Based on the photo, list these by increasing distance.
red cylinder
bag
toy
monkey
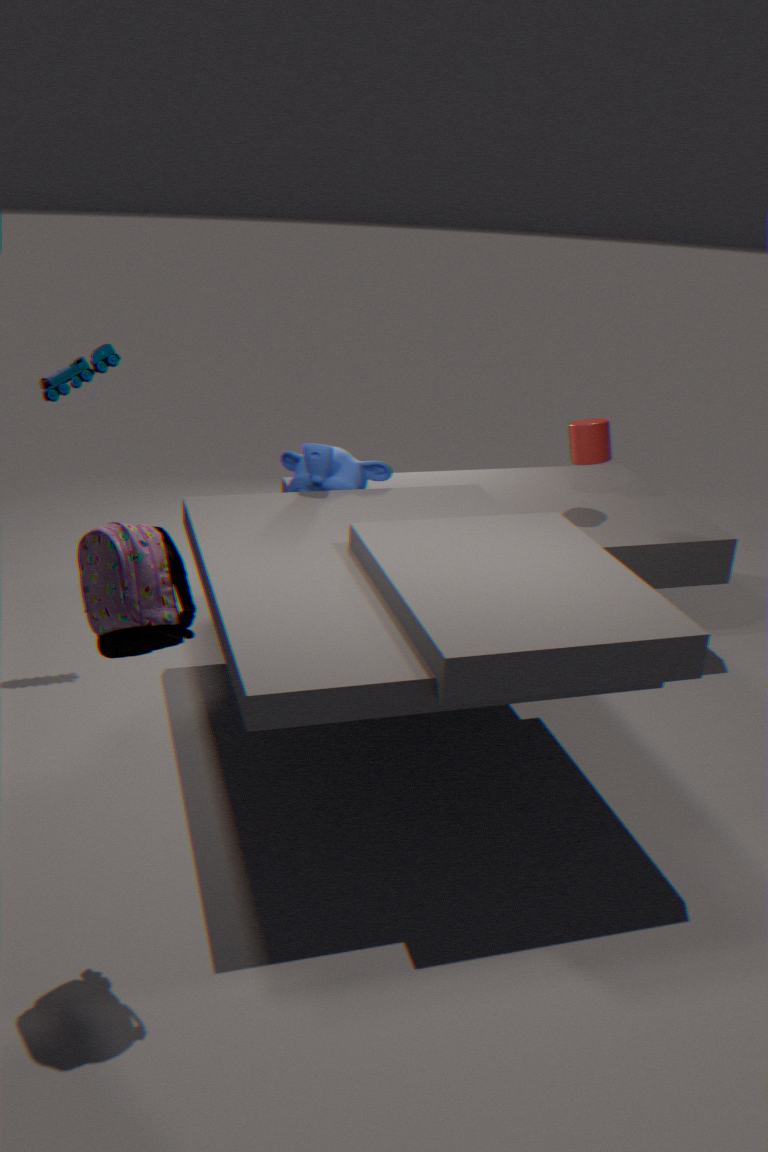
bag
toy
monkey
red cylinder
